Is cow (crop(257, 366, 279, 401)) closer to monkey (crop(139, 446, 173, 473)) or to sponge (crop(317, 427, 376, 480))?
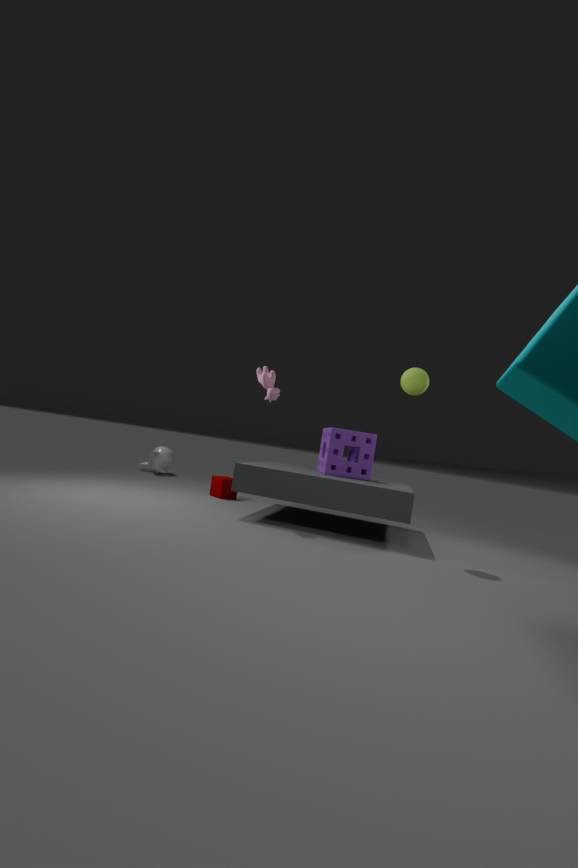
sponge (crop(317, 427, 376, 480))
